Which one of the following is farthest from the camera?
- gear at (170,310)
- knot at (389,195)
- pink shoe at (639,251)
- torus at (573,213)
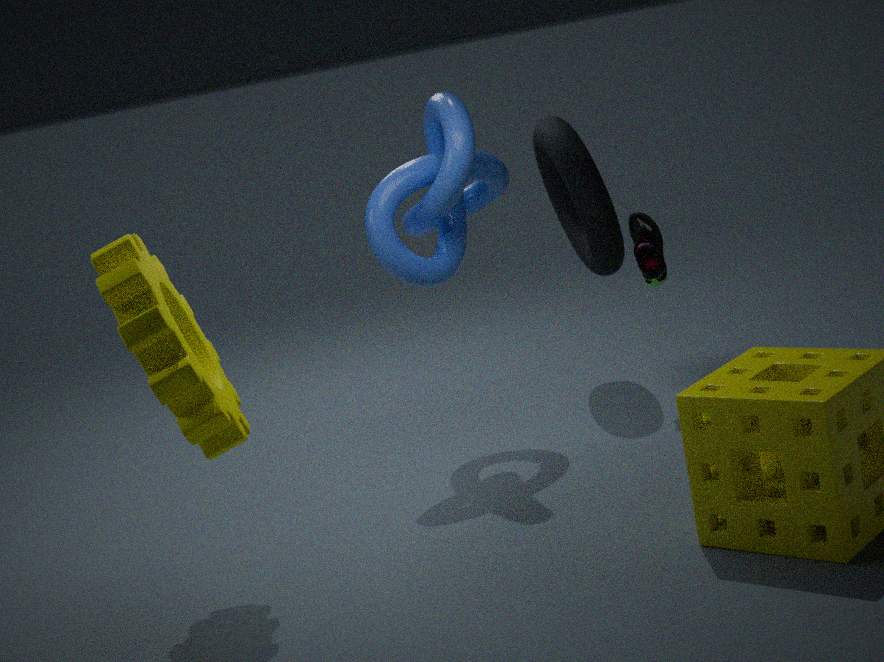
torus at (573,213)
